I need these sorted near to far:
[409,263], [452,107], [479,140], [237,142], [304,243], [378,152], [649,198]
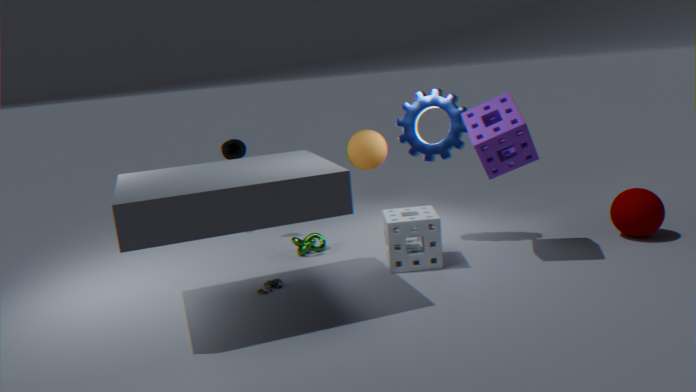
[479,140]
[409,263]
[649,198]
[452,107]
[304,243]
[237,142]
[378,152]
